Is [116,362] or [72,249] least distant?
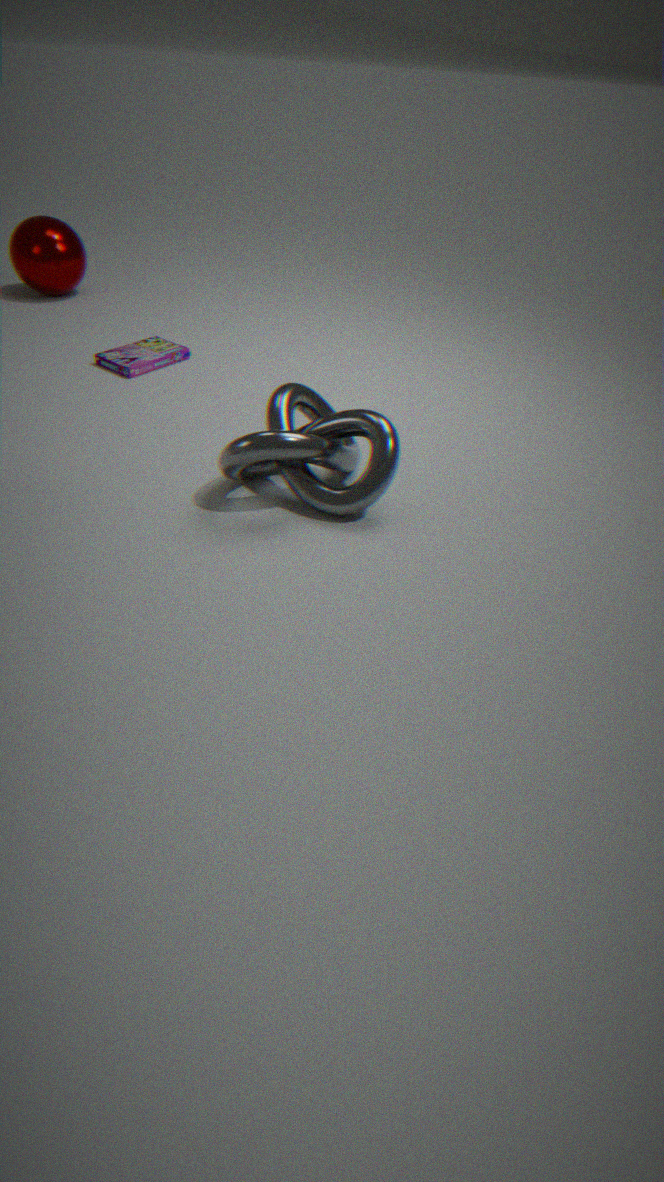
[116,362]
